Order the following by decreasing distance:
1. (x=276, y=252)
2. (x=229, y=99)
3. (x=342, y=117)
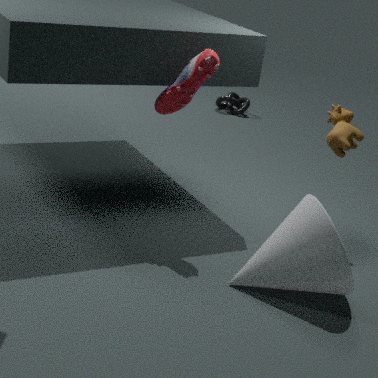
Answer: (x=229, y=99), (x=342, y=117), (x=276, y=252)
